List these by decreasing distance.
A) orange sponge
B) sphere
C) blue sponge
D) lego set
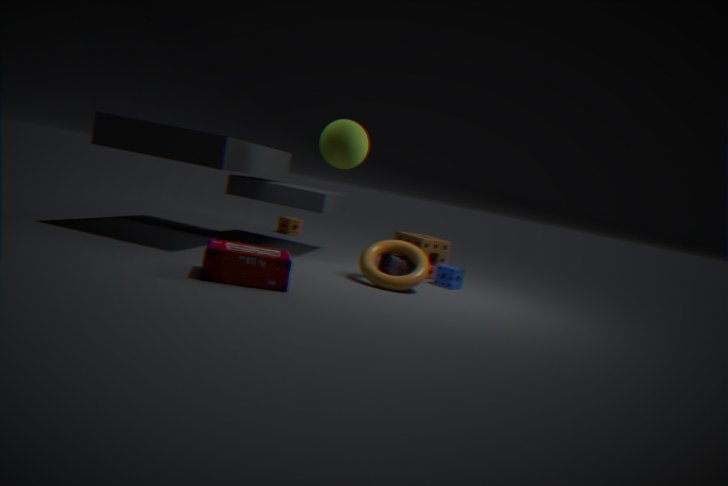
1. orange sponge
2. blue sponge
3. sphere
4. lego set
